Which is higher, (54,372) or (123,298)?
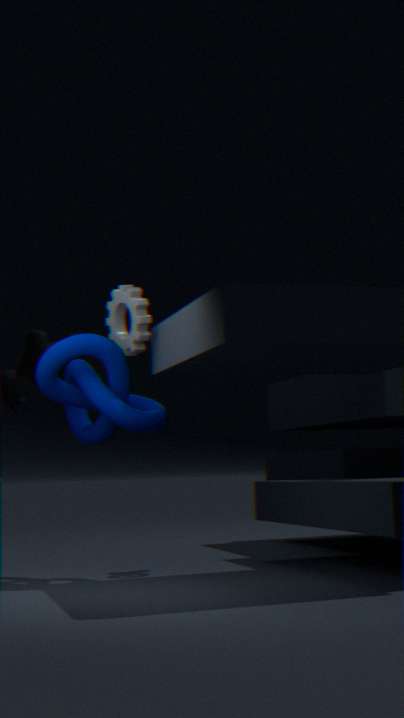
(123,298)
